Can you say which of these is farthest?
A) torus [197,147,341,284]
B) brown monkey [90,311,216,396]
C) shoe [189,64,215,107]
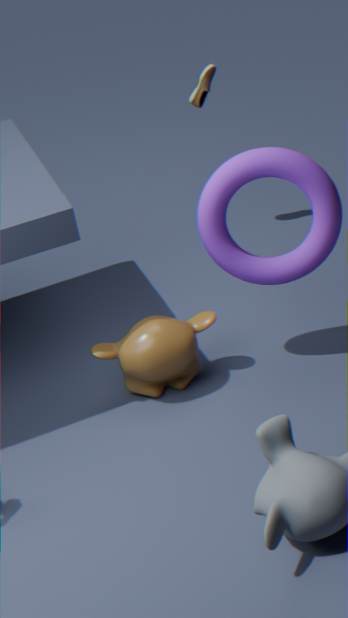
shoe [189,64,215,107]
